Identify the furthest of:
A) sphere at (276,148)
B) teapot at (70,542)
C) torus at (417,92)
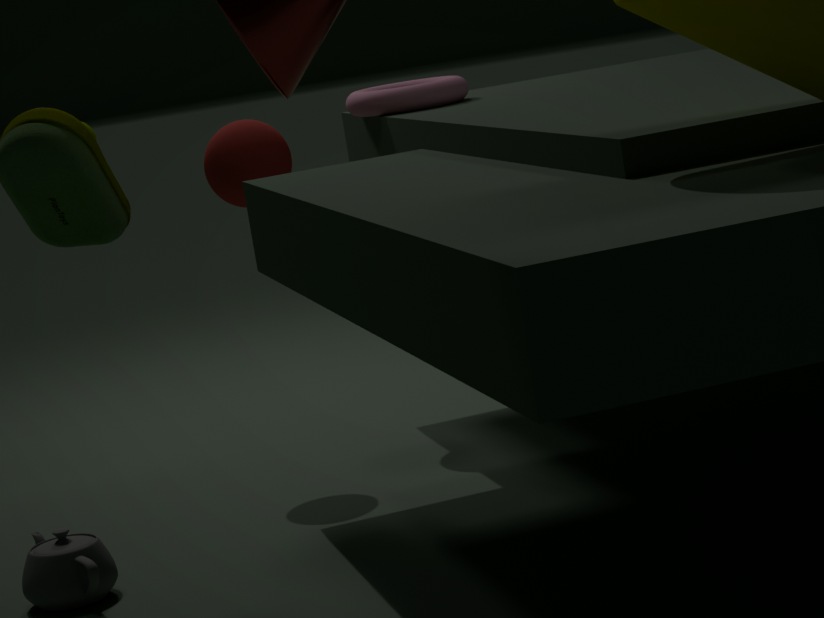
torus at (417,92)
